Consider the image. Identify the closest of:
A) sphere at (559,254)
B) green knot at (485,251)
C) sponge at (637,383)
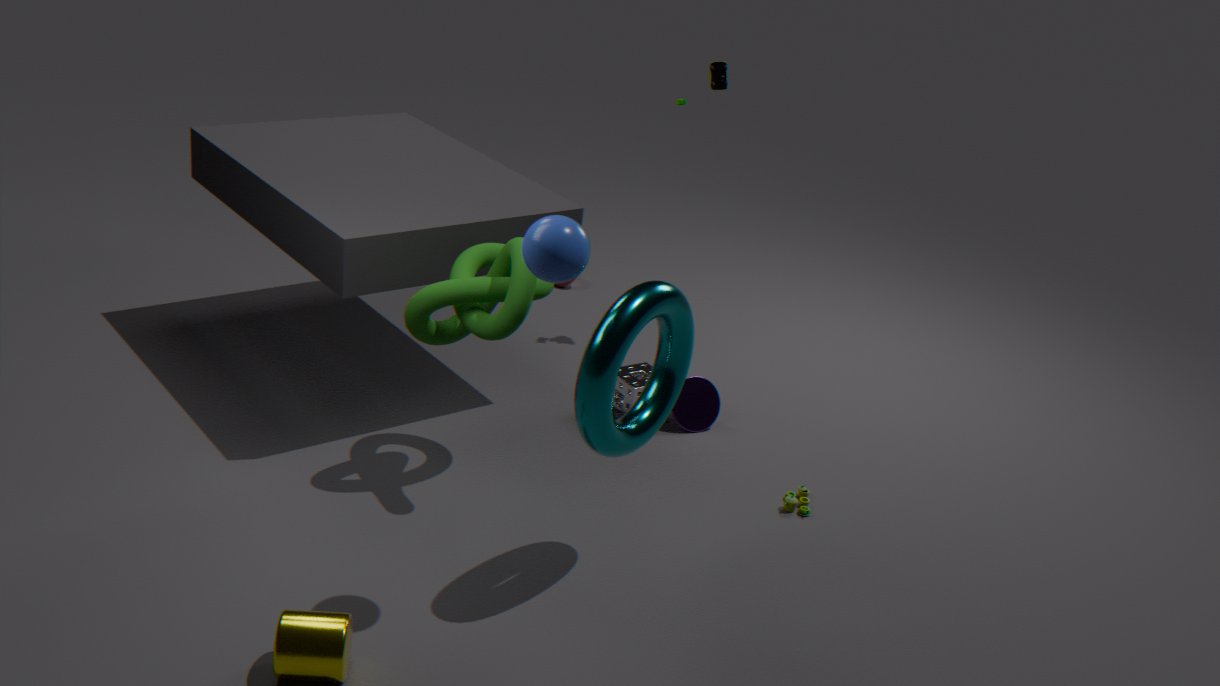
sphere at (559,254)
